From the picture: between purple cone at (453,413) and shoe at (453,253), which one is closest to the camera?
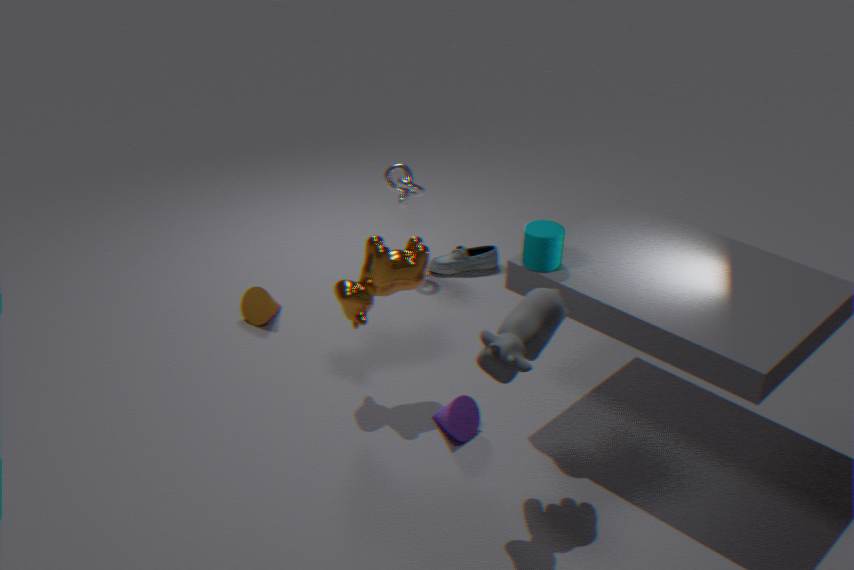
purple cone at (453,413)
